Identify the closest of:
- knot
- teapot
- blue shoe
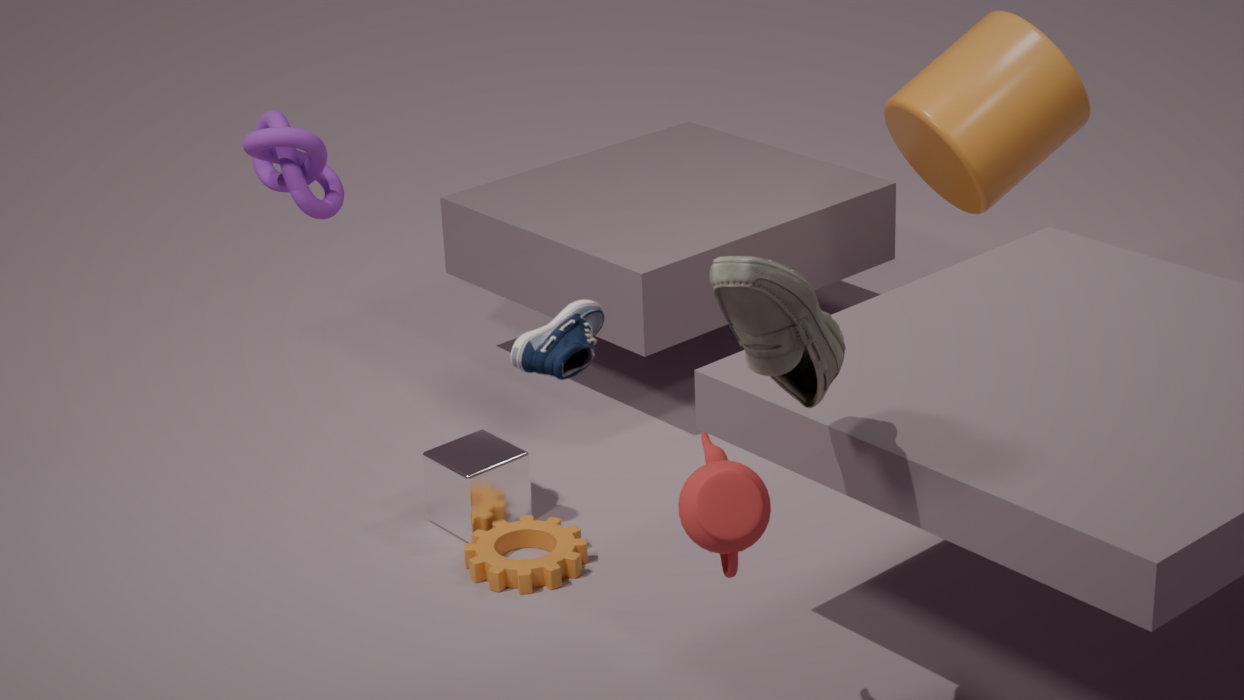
blue shoe
